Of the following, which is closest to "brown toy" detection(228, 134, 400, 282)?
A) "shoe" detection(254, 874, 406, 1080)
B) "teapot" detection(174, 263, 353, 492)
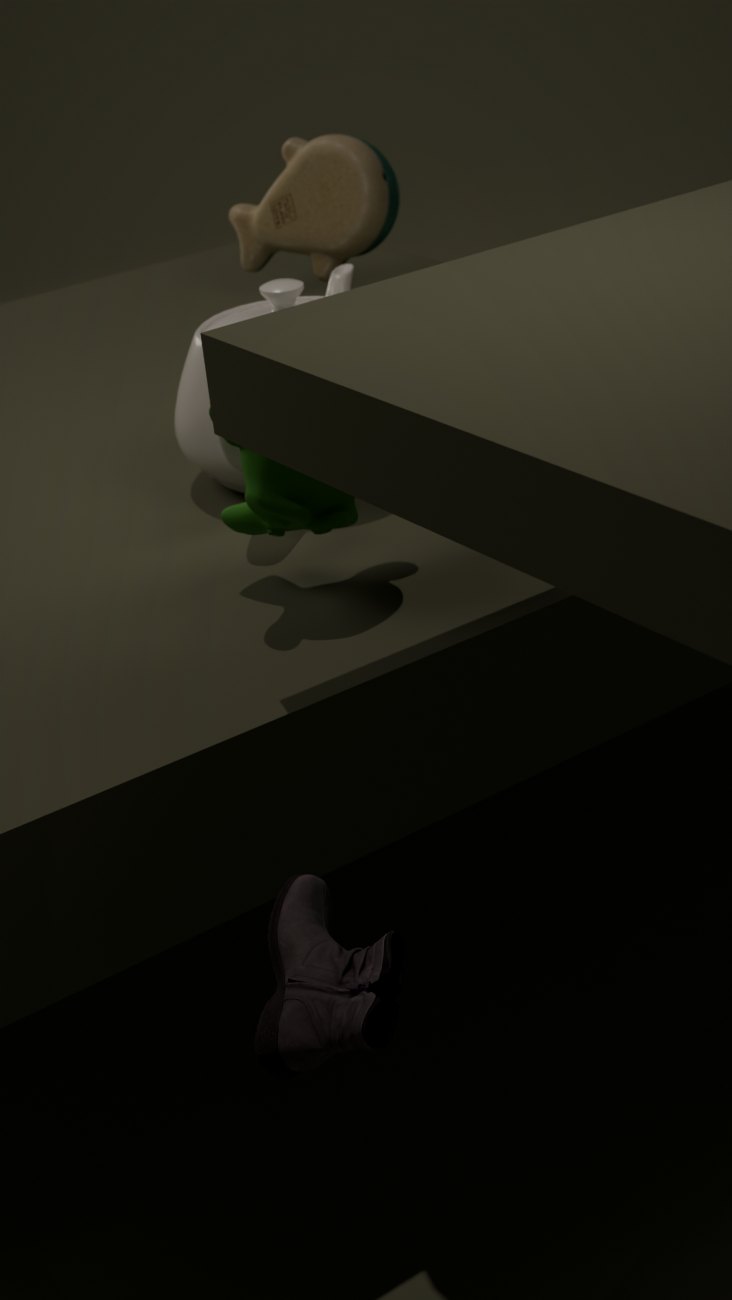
"teapot" detection(174, 263, 353, 492)
